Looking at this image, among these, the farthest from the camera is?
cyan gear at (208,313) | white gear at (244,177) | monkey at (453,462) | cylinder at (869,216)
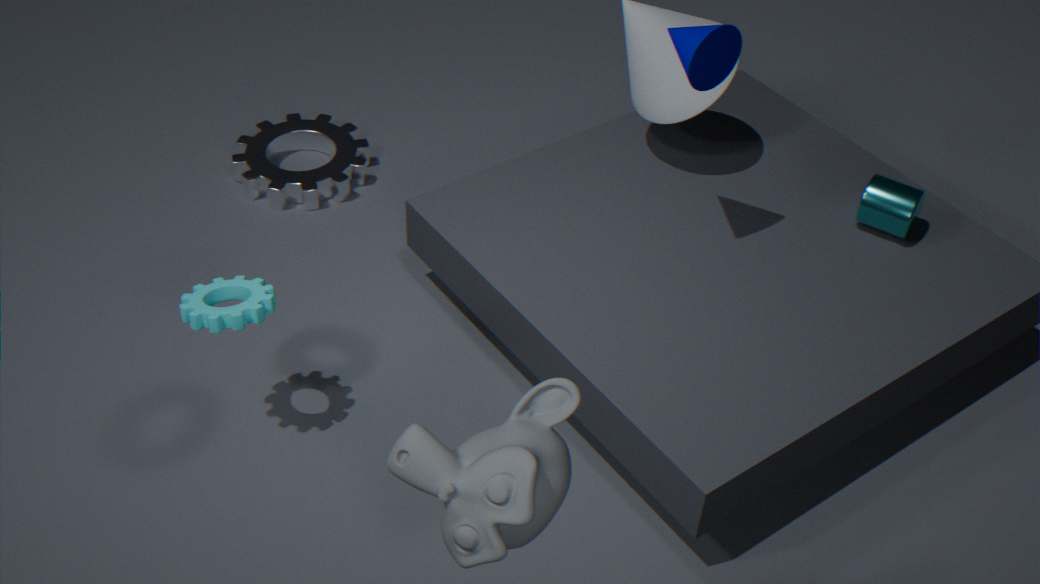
white gear at (244,177)
